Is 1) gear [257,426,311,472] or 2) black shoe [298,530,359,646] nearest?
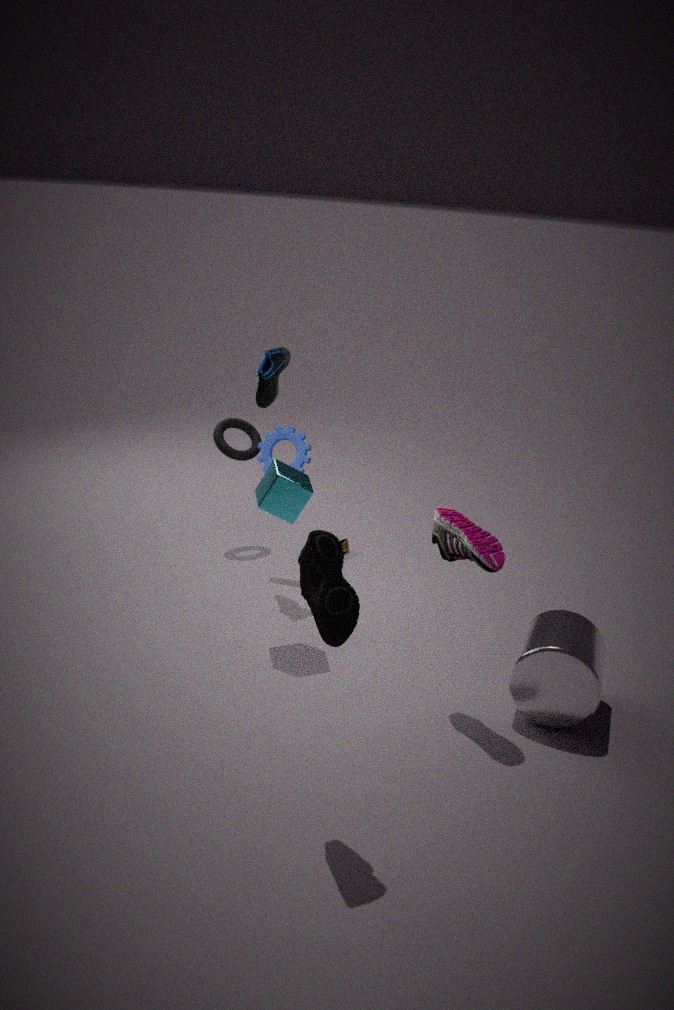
2. black shoe [298,530,359,646]
